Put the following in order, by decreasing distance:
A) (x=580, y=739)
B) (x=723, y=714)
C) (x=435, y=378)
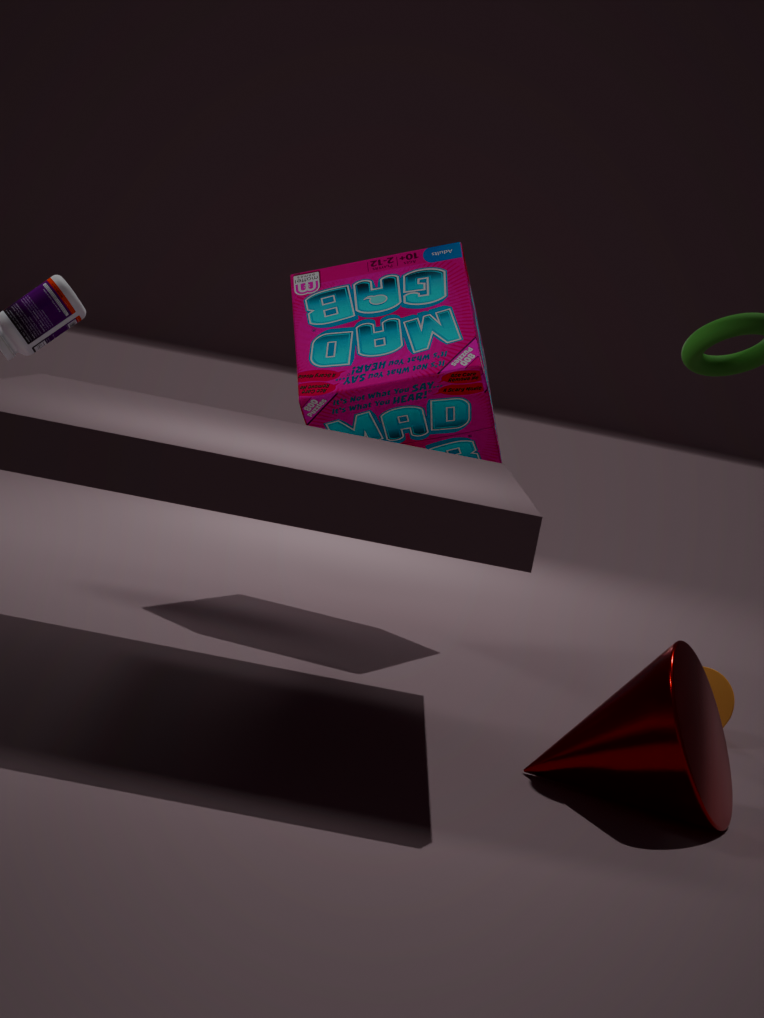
1. (x=435, y=378)
2. (x=723, y=714)
3. (x=580, y=739)
